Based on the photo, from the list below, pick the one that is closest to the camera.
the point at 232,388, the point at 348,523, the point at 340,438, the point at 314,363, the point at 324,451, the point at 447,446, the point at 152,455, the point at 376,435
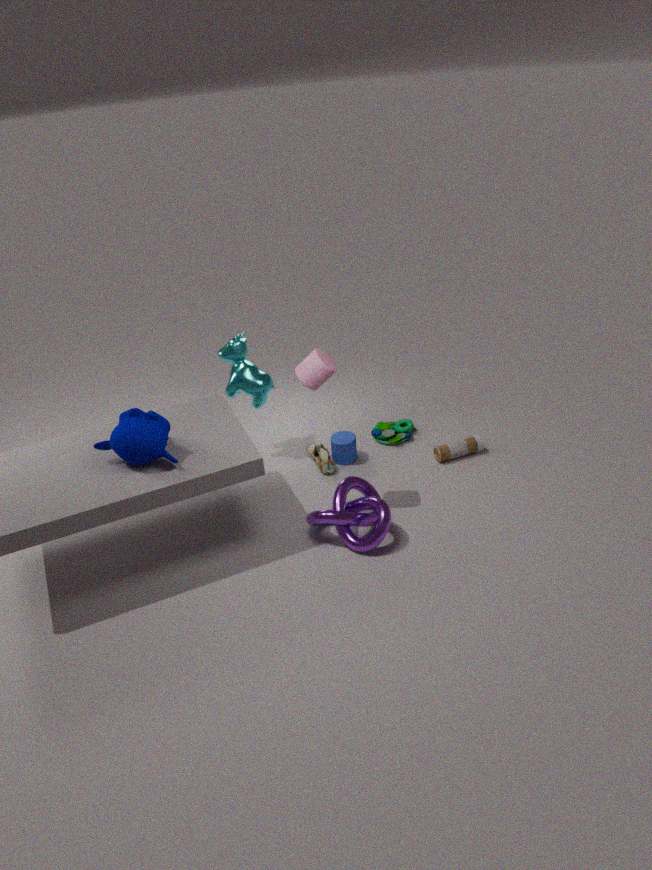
the point at 152,455
